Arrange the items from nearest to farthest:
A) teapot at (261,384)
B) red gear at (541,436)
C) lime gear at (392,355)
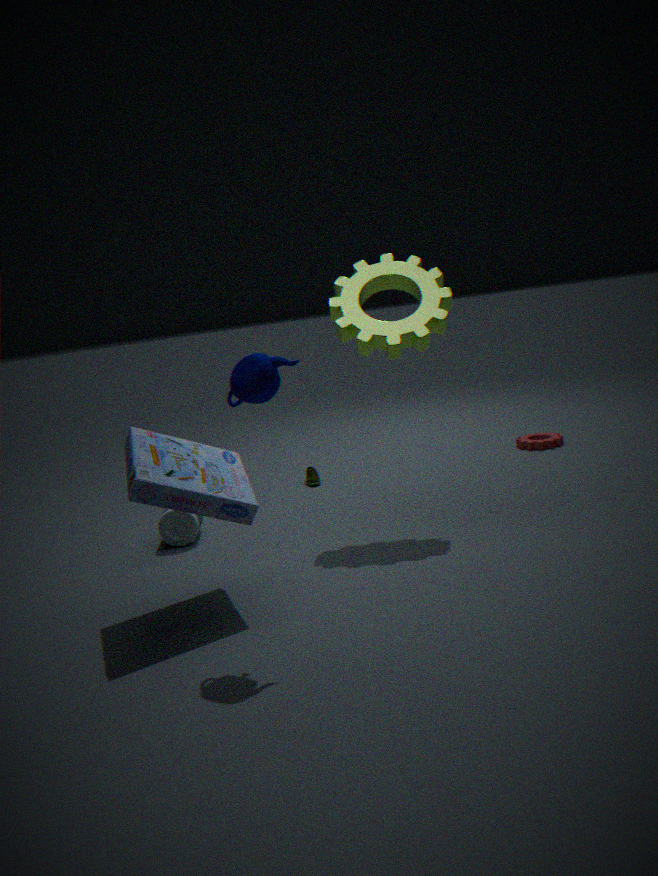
teapot at (261,384), lime gear at (392,355), red gear at (541,436)
